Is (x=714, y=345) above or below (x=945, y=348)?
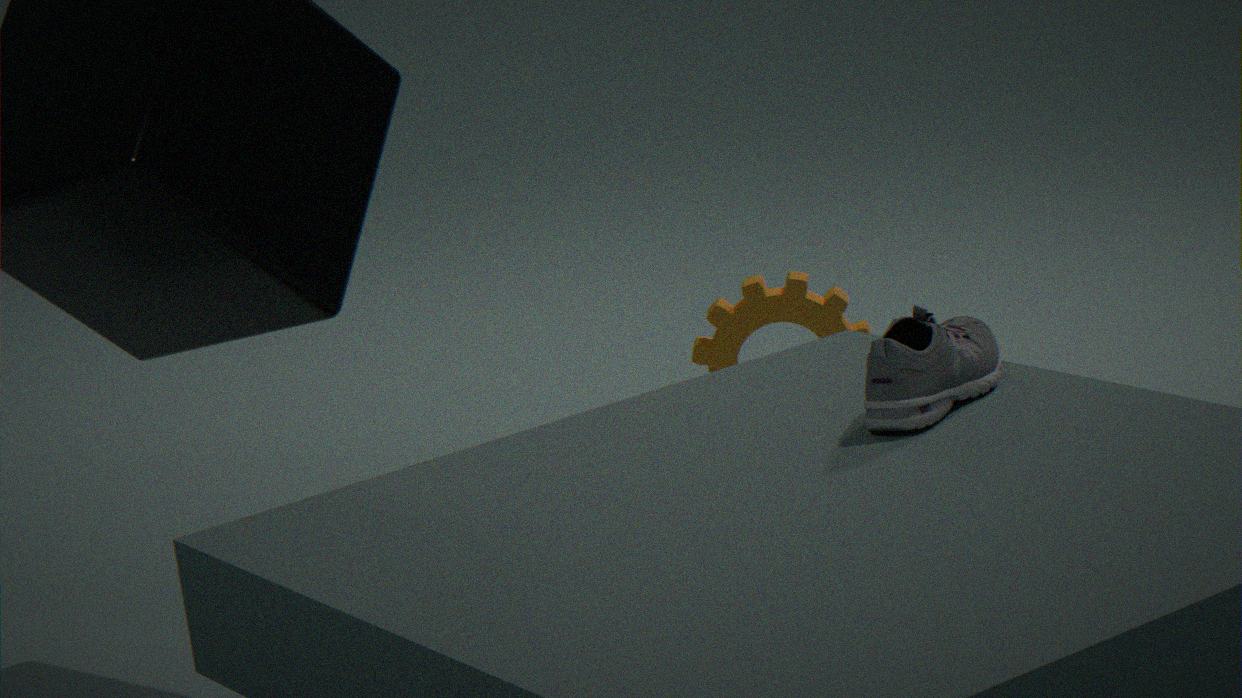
below
